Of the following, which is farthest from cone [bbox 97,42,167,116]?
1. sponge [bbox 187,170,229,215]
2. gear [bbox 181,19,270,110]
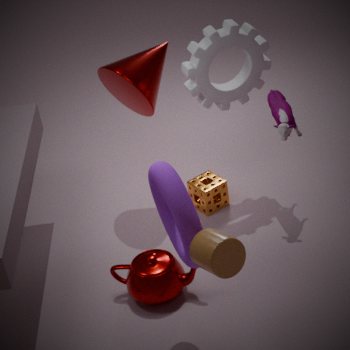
sponge [bbox 187,170,229,215]
